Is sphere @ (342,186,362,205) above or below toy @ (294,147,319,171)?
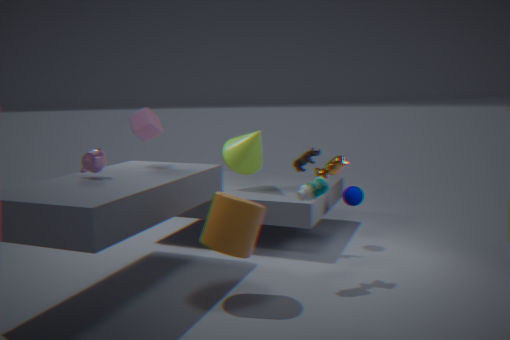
below
